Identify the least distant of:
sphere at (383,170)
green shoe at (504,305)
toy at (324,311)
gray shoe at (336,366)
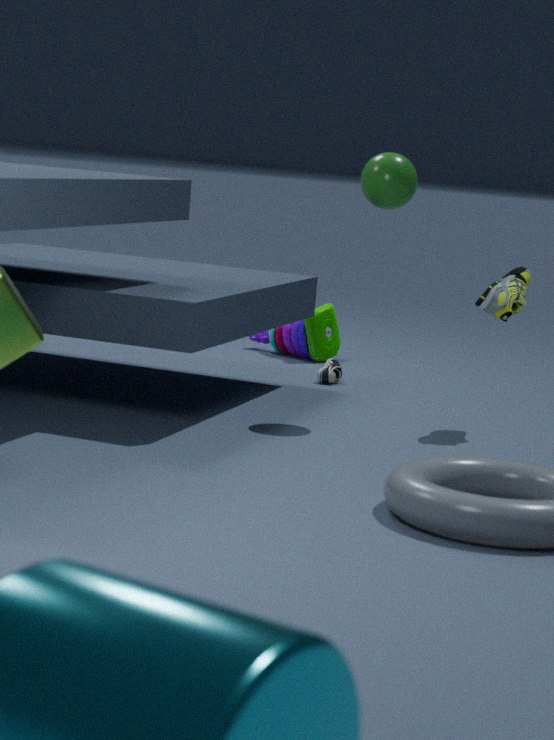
green shoe at (504,305)
